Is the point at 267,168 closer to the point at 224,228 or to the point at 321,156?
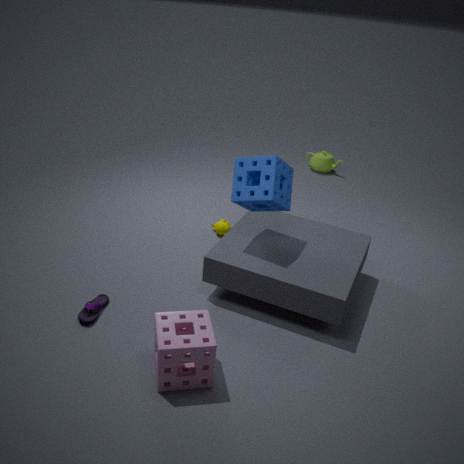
the point at 224,228
